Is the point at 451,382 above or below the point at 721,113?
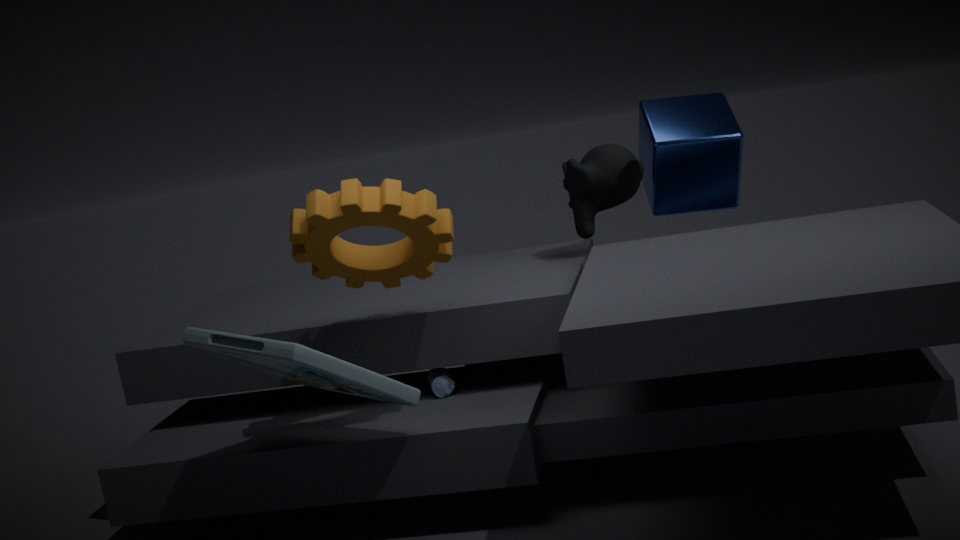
below
